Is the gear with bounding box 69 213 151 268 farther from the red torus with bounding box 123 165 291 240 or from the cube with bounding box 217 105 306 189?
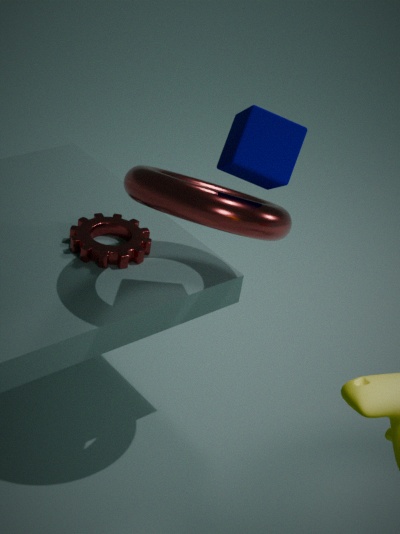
the cube with bounding box 217 105 306 189
